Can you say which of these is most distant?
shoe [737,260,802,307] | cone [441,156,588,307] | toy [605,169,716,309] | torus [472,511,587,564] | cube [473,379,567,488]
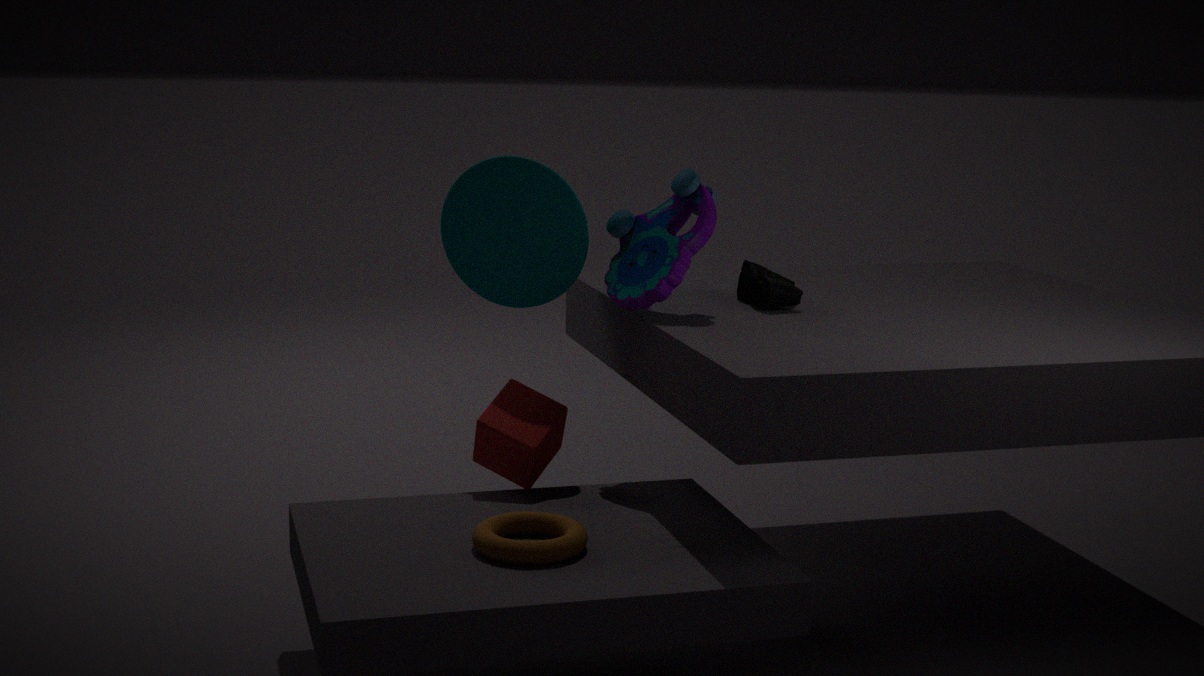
cone [441,156,588,307]
